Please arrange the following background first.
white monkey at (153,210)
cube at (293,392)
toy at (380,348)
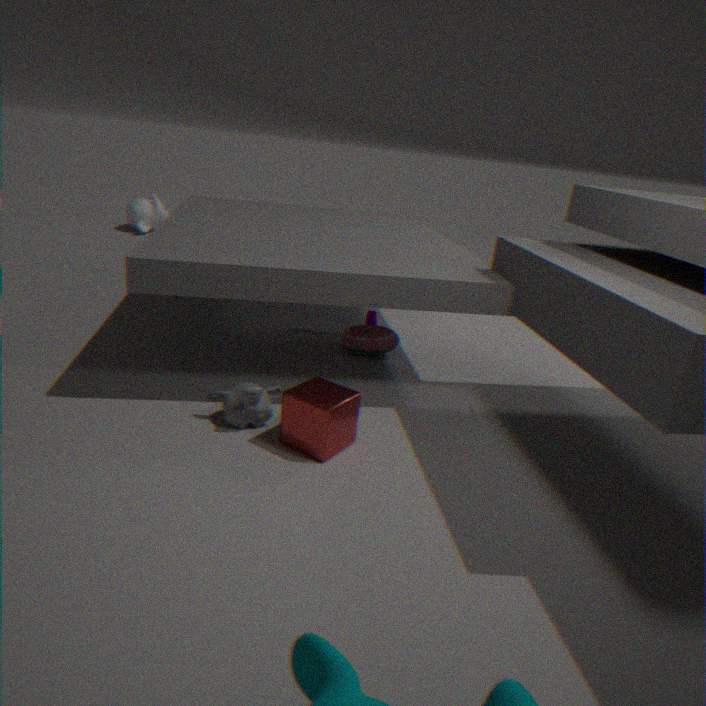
white monkey at (153,210)
toy at (380,348)
cube at (293,392)
